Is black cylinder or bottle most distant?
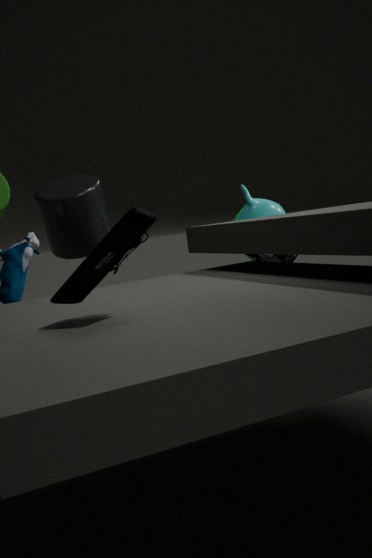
bottle
